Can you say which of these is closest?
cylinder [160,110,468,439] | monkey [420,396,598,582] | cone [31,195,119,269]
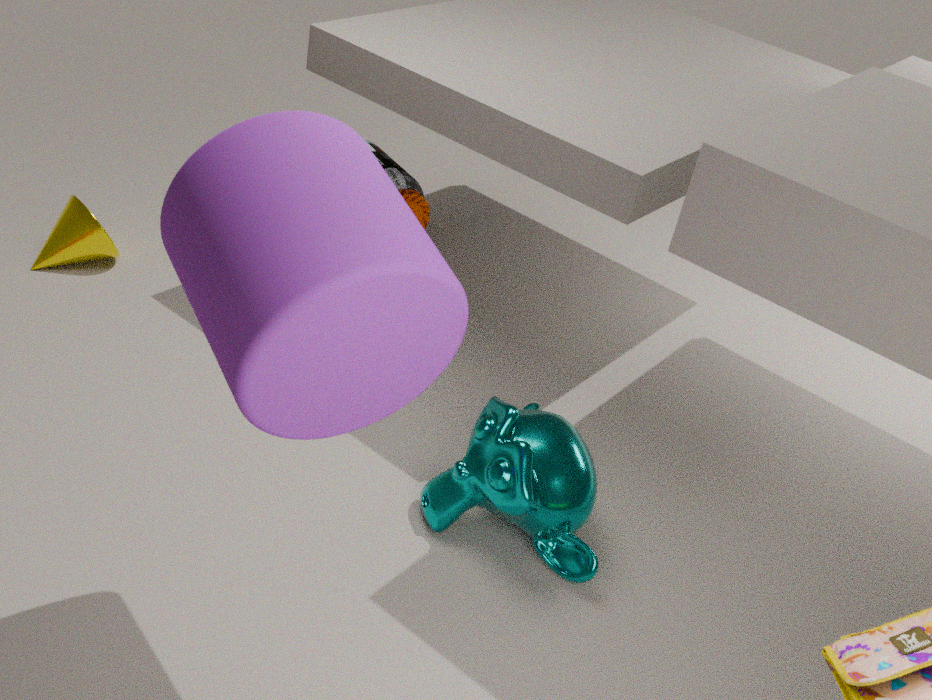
cylinder [160,110,468,439]
